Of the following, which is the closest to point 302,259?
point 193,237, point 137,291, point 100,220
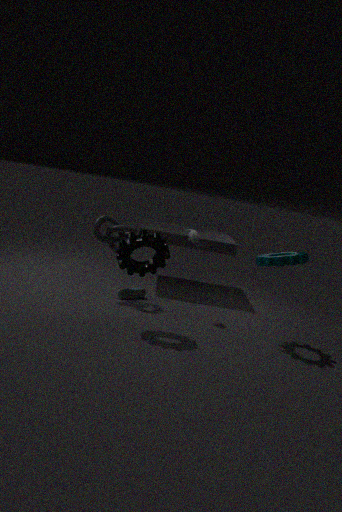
point 193,237
